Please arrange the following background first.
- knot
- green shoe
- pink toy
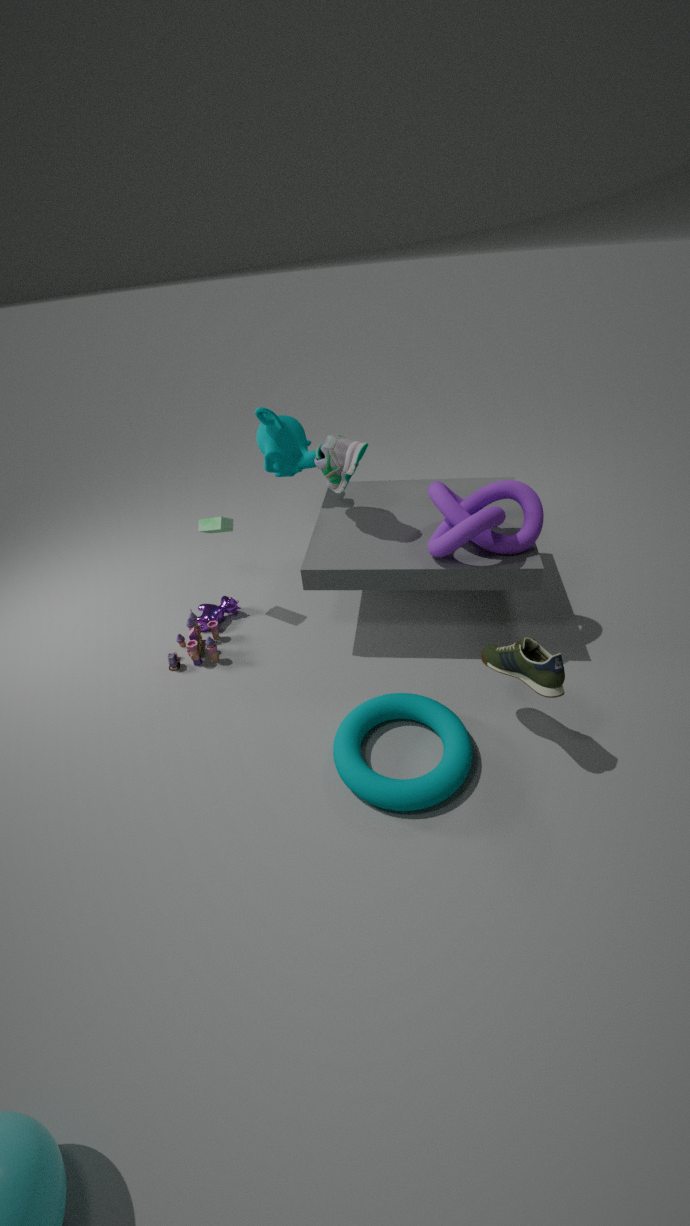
pink toy, knot, green shoe
